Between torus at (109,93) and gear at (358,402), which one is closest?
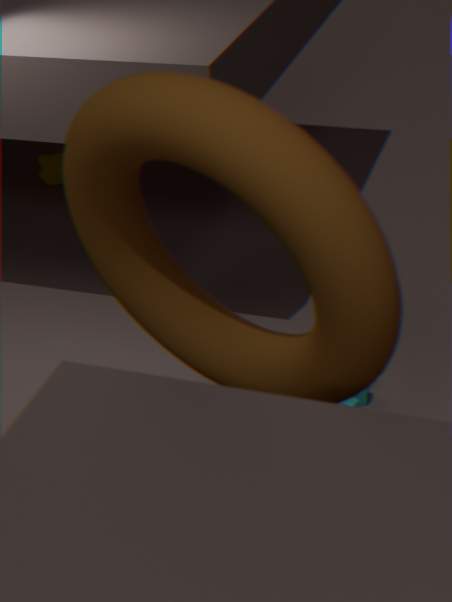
torus at (109,93)
